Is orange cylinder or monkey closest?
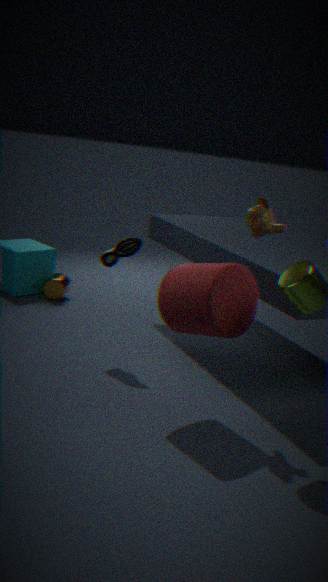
monkey
